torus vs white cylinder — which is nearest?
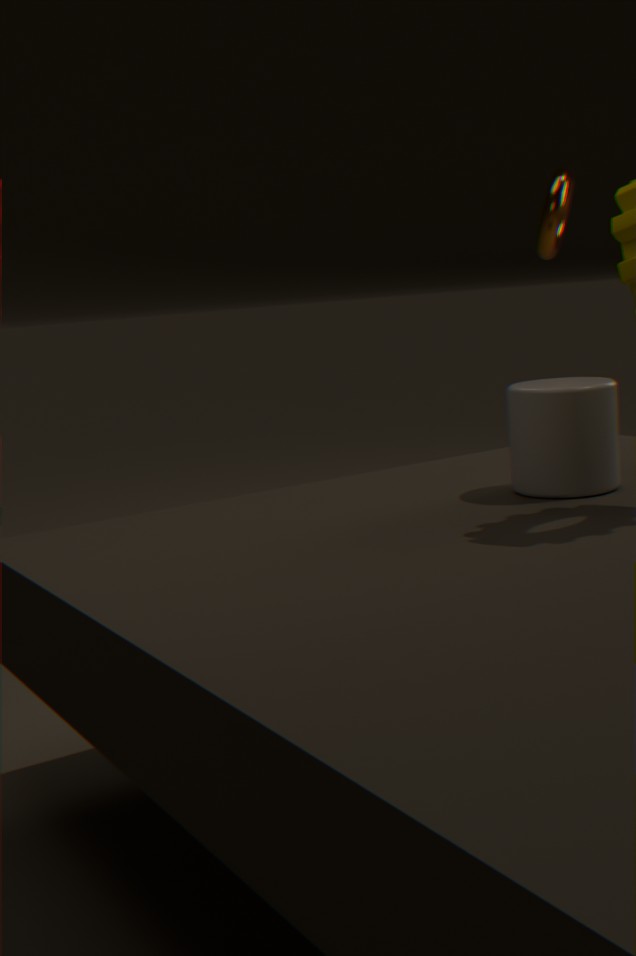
white cylinder
